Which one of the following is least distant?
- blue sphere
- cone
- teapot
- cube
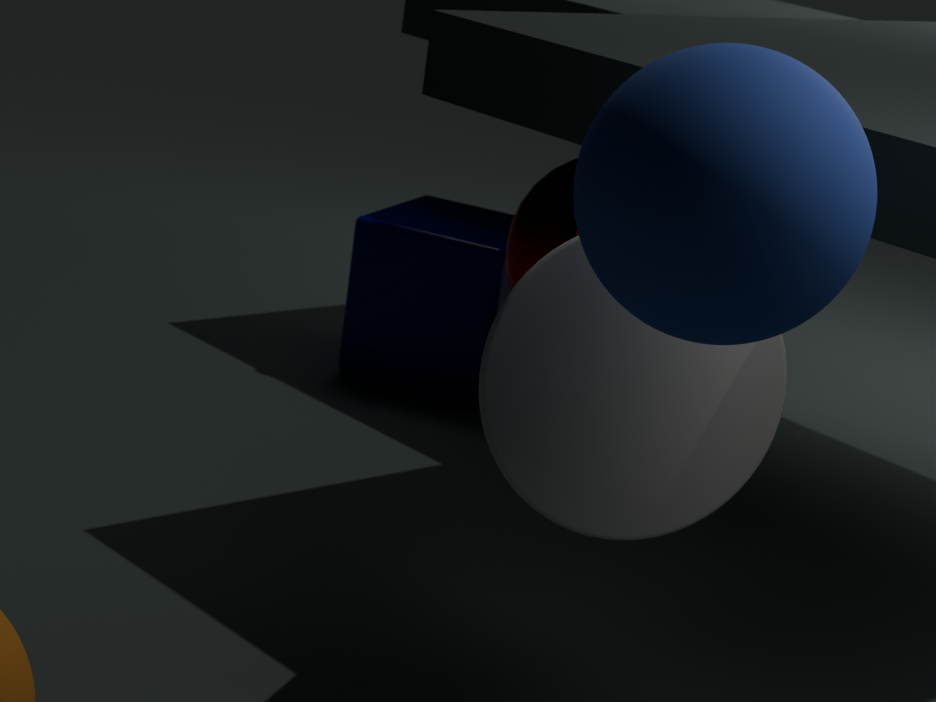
blue sphere
